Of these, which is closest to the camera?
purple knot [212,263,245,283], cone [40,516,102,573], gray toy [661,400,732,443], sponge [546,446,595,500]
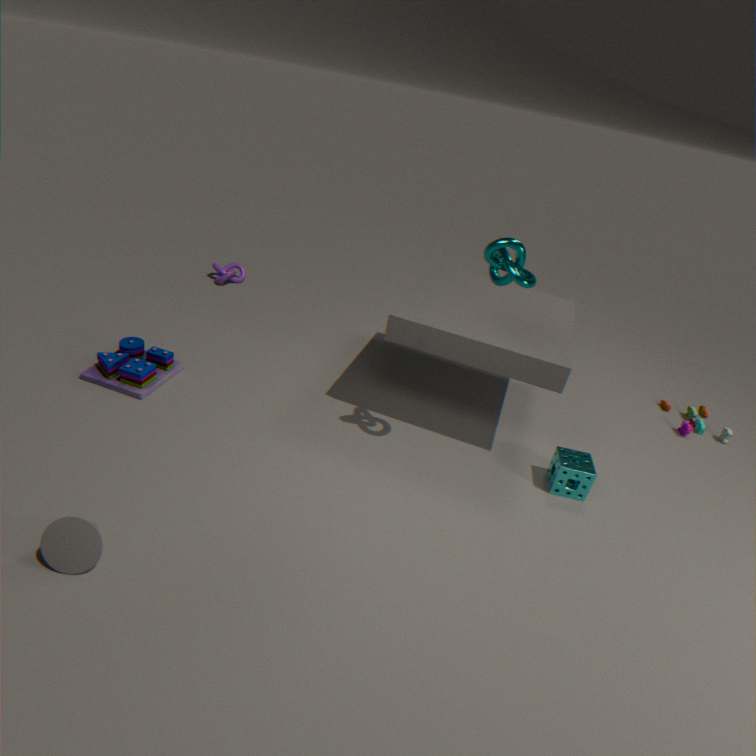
cone [40,516,102,573]
